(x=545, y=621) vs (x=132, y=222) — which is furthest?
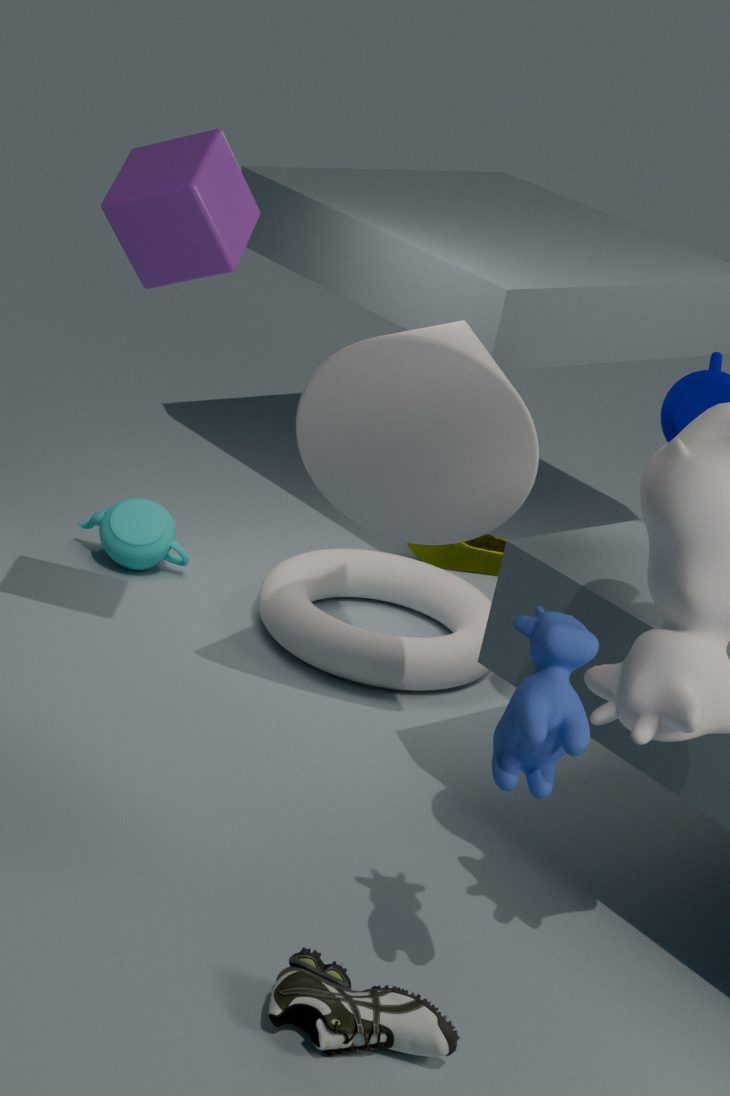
(x=132, y=222)
